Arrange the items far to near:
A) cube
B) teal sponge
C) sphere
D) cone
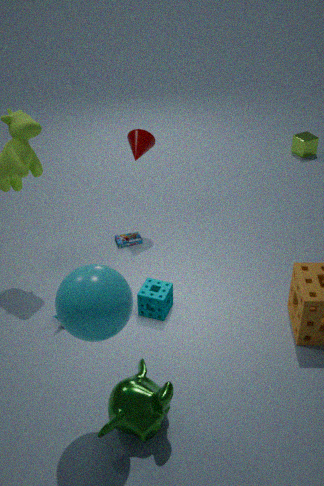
1. cube
2. cone
3. teal sponge
4. sphere
